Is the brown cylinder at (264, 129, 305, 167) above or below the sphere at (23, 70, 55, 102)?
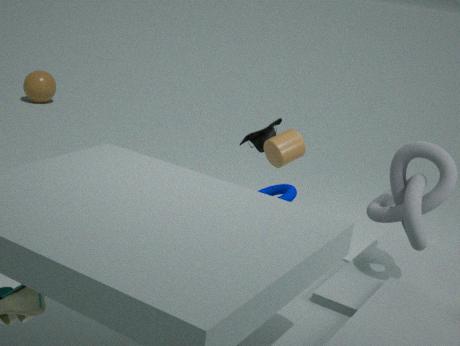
above
